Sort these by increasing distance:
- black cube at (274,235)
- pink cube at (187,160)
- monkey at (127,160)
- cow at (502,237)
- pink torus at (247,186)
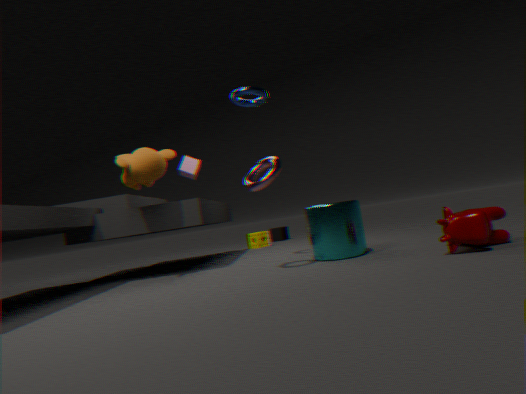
cow at (502,237) < pink torus at (247,186) < monkey at (127,160) < pink cube at (187,160) < black cube at (274,235)
